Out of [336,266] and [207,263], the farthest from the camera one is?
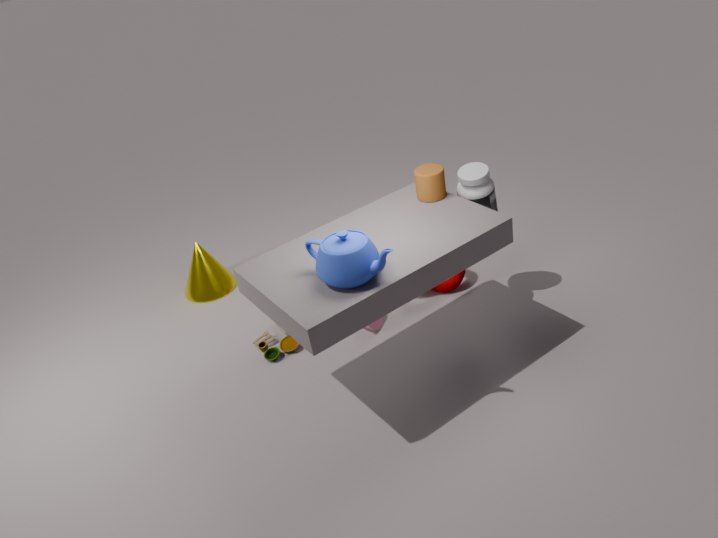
[207,263]
